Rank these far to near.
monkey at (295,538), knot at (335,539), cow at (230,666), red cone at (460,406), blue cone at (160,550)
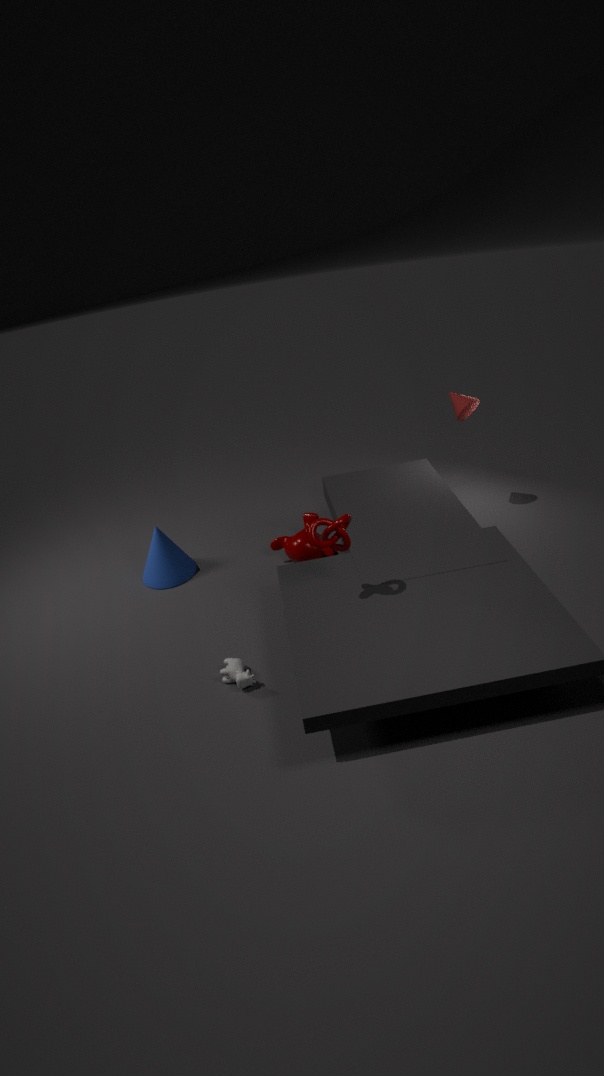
1. blue cone at (160,550)
2. red cone at (460,406)
3. monkey at (295,538)
4. cow at (230,666)
5. knot at (335,539)
